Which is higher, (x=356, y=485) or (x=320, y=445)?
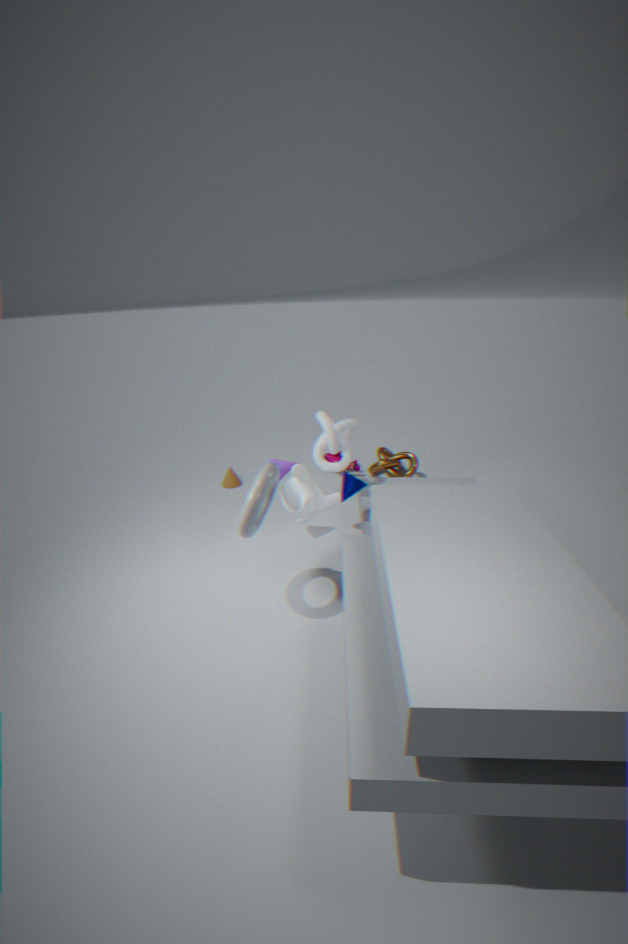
(x=320, y=445)
